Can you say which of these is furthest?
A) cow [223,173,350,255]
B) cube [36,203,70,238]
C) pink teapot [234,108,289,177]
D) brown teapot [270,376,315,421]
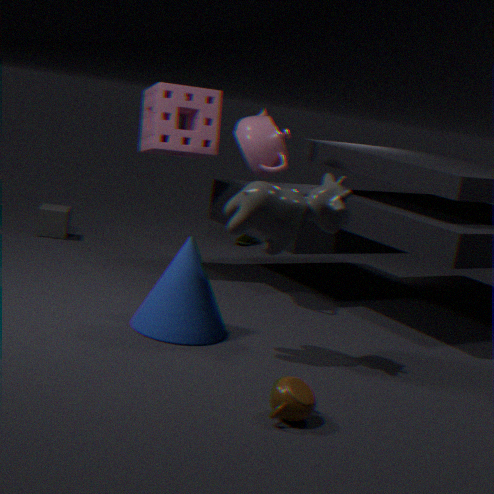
cube [36,203,70,238]
